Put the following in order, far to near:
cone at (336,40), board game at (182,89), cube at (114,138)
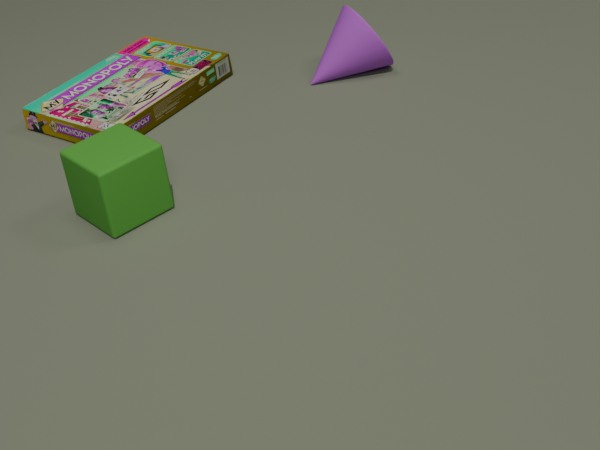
cone at (336,40) → board game at (182,89) → cube at (114,138)
